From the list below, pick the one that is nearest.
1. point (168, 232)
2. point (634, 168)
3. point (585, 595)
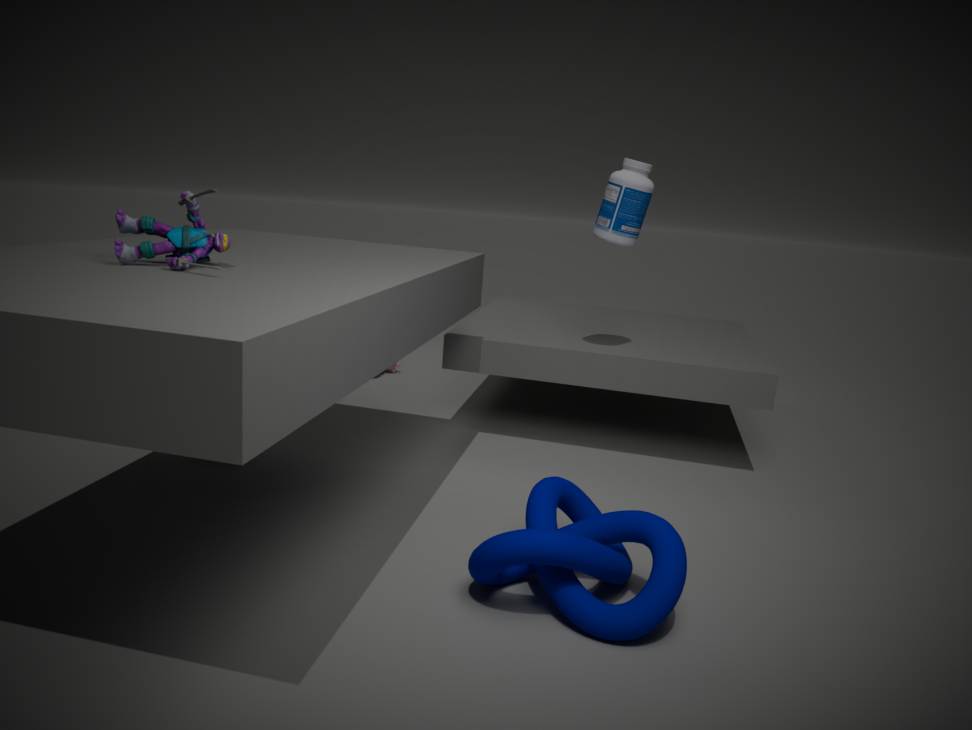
point (585, 595)
